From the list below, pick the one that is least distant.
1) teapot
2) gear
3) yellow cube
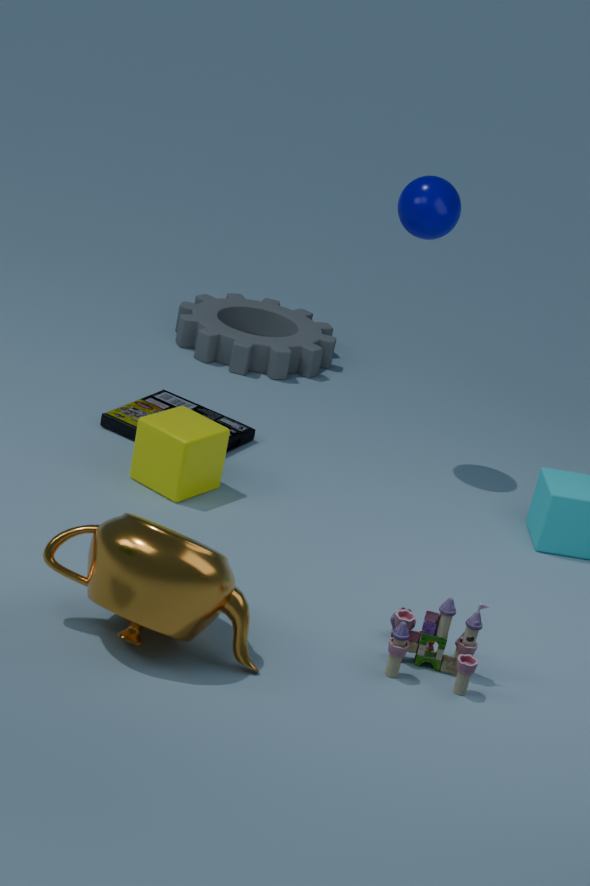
1. teapot
